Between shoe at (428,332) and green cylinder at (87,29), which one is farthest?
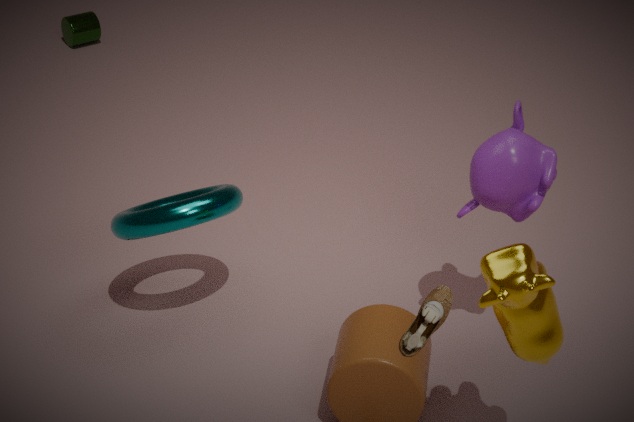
green cylinder at (87,29)
